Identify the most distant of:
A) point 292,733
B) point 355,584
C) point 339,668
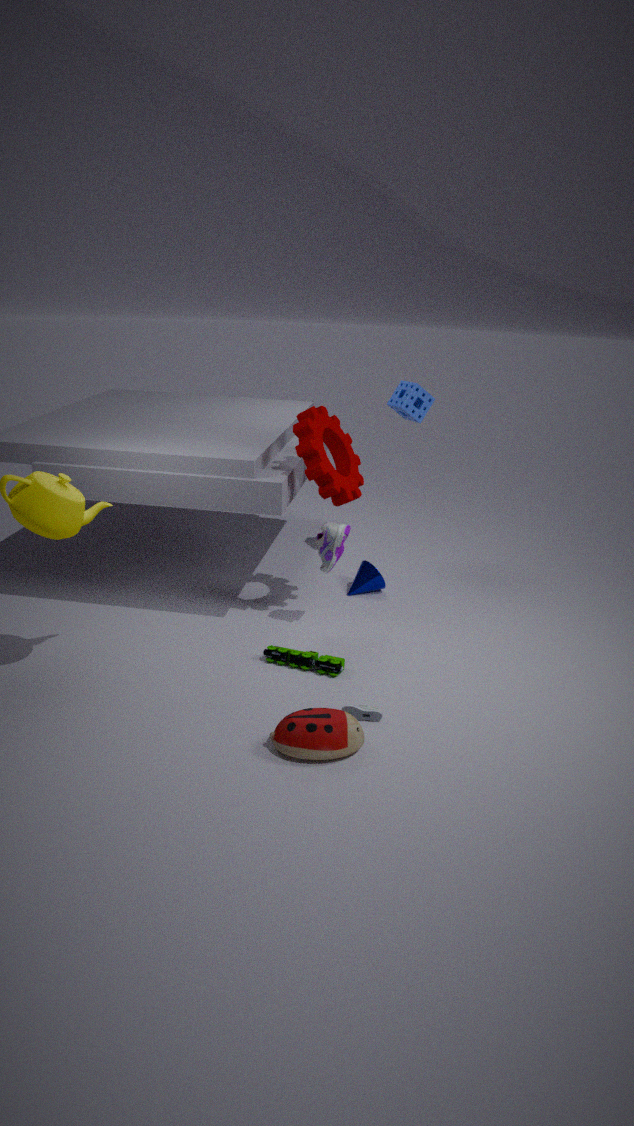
point 355,584
